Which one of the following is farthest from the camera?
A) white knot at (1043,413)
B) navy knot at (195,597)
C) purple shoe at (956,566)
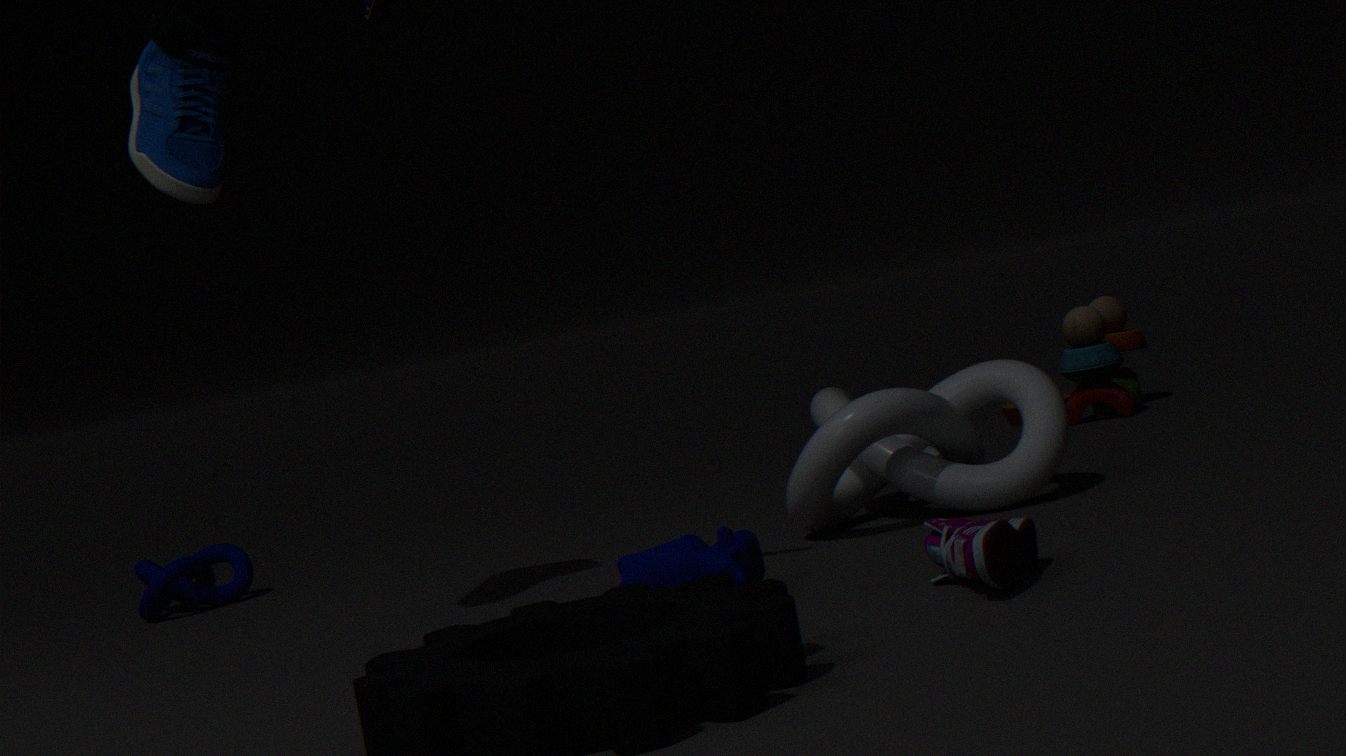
navy knot at (195,597)
